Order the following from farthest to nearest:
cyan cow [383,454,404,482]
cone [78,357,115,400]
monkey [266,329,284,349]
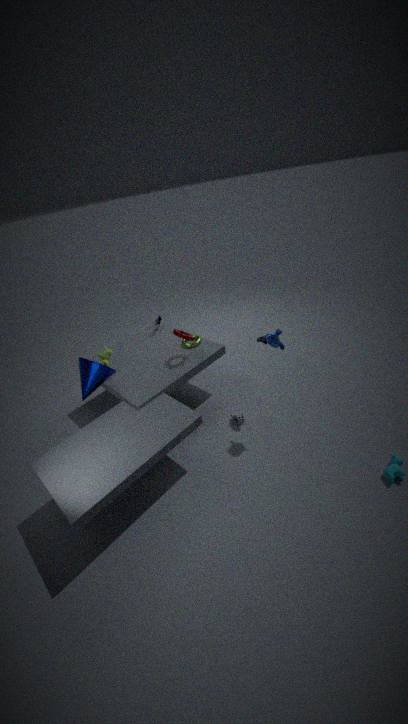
1. cone [78,357,115,400]
2. monkey [266,329,284,349]
3. cyan cow [383,454,404,482]
